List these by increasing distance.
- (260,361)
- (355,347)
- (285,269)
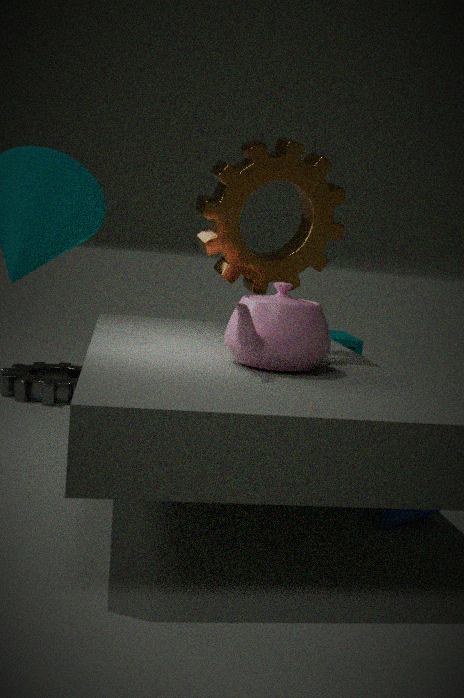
1. (260,361)
2. (285,269)
3. (355,347)
